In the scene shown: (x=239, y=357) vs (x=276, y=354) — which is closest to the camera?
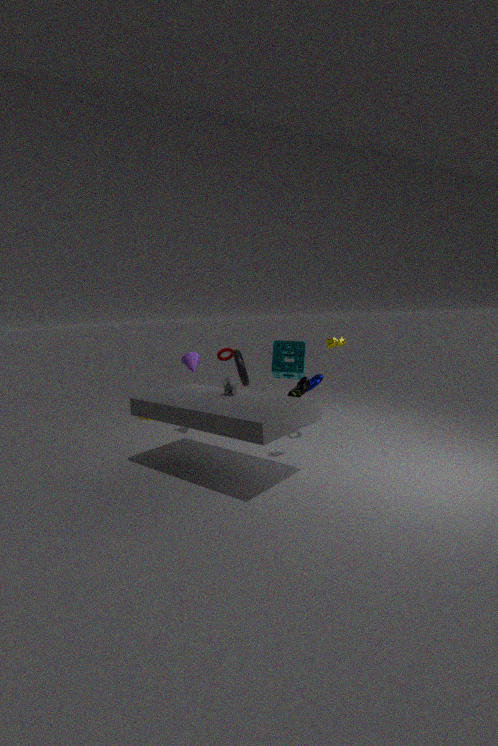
(x=276, y=354)
